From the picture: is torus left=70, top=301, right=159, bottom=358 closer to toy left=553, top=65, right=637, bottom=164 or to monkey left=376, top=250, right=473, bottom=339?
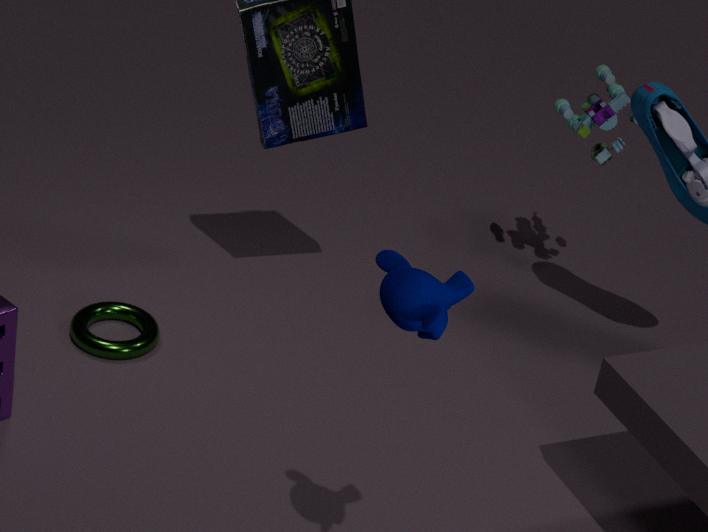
toy left=553, top=65, right=637, bottom=164
